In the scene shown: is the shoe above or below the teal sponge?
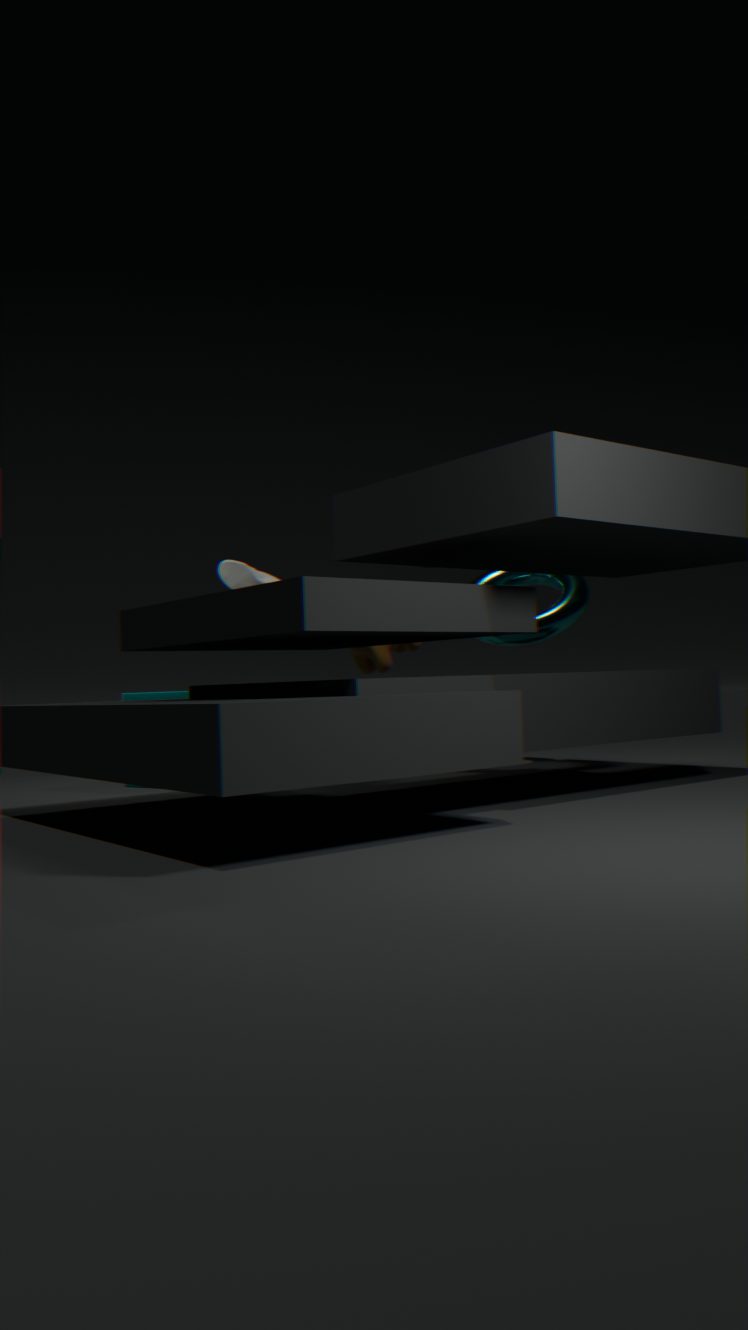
above
